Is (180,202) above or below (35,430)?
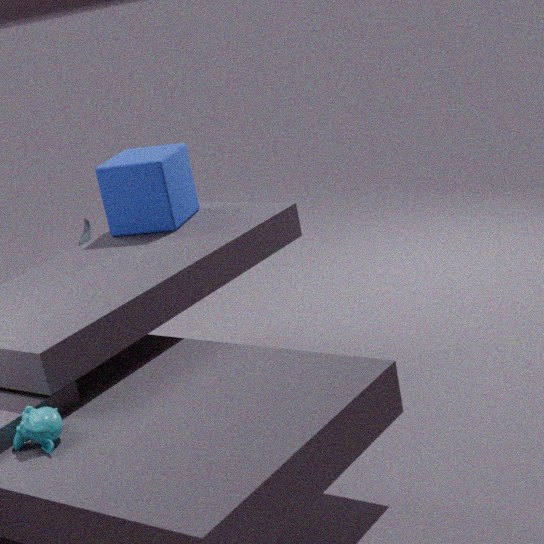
above
